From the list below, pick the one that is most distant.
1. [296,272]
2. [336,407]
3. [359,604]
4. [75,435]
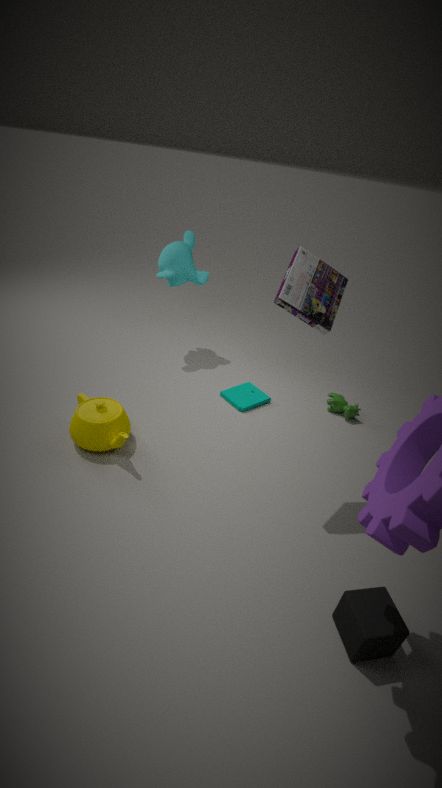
[336,407]
